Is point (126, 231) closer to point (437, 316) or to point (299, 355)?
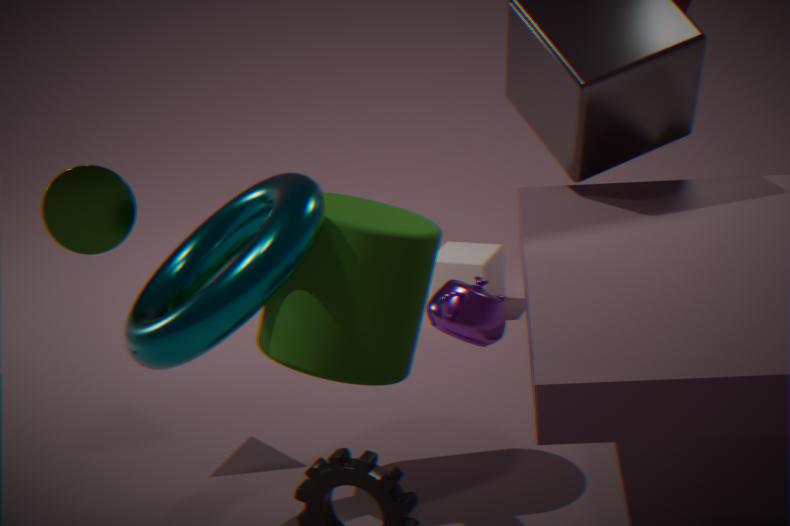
point (299, 355)
